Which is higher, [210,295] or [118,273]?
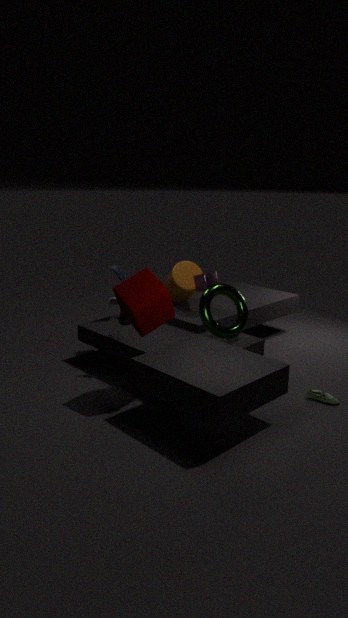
[118,273]
